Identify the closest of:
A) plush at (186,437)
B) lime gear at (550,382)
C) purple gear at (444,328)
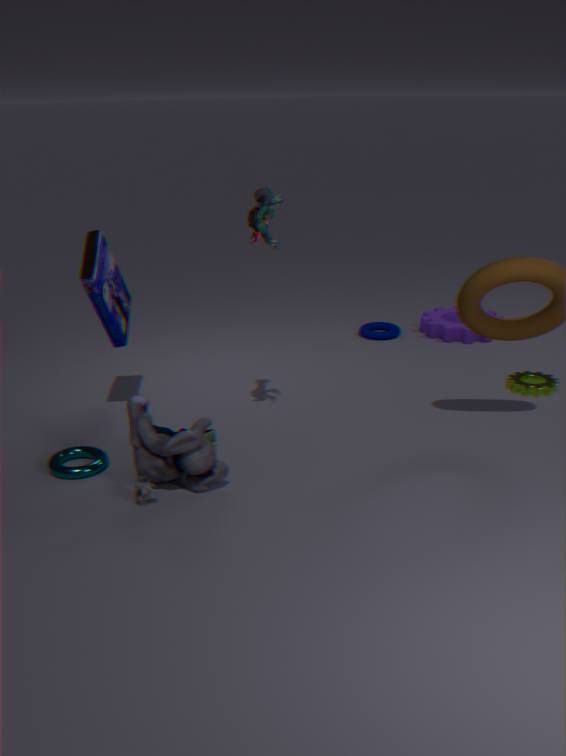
plush at (186,437)
